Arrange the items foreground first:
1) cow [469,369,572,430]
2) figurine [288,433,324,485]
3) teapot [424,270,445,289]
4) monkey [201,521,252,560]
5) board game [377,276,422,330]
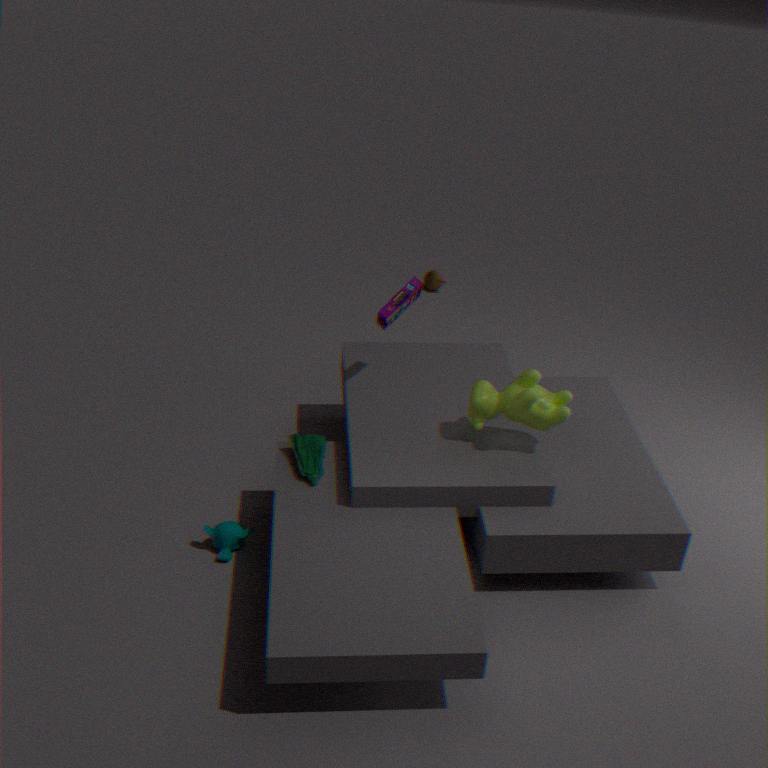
1. cow [469,369,572,430] < 2. figurine [288,433,324,485] < 4. monkey [201,521,252,560] < 5. board game [377,276,422,330] < 3. teapot [424,270,445,289]
